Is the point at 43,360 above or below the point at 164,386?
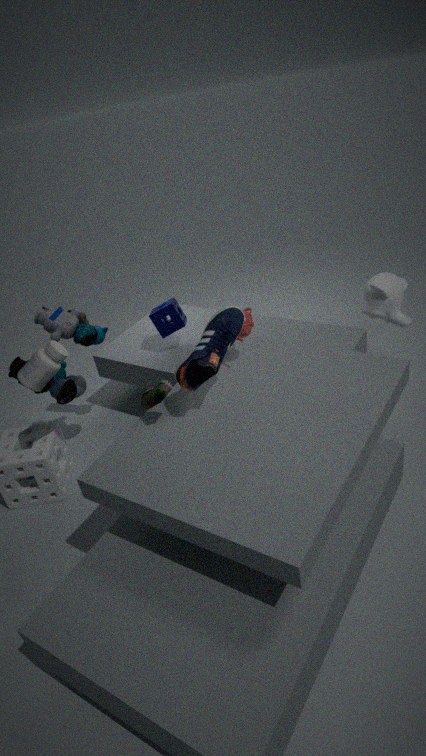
above
